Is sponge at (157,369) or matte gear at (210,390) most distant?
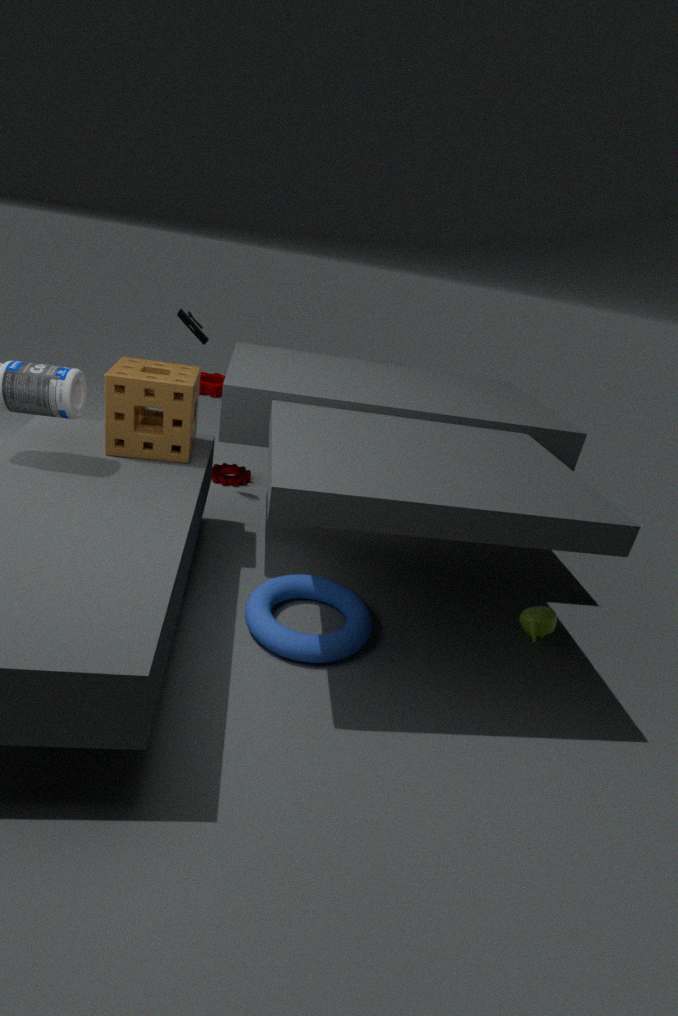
matte gear at (210,390)
